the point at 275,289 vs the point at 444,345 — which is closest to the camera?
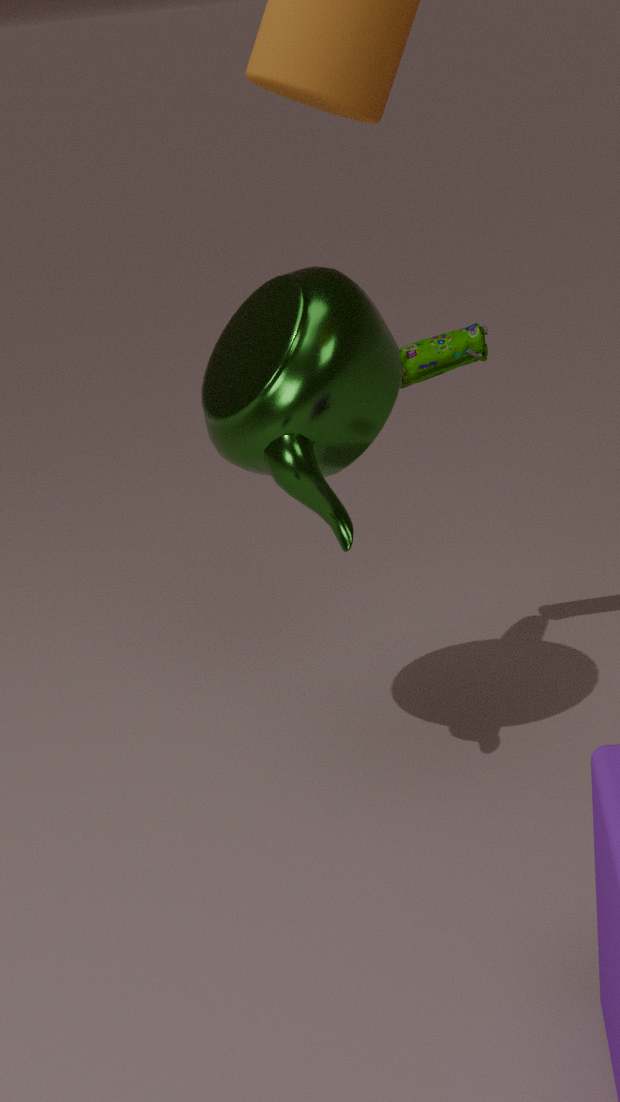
the point at 275,289
